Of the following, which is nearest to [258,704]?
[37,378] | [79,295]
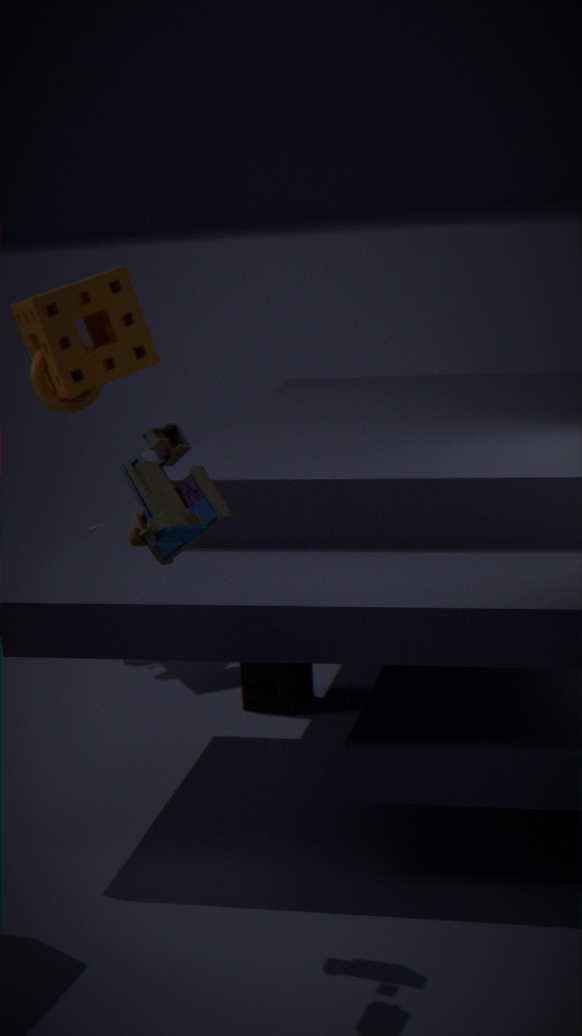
[37,378]
